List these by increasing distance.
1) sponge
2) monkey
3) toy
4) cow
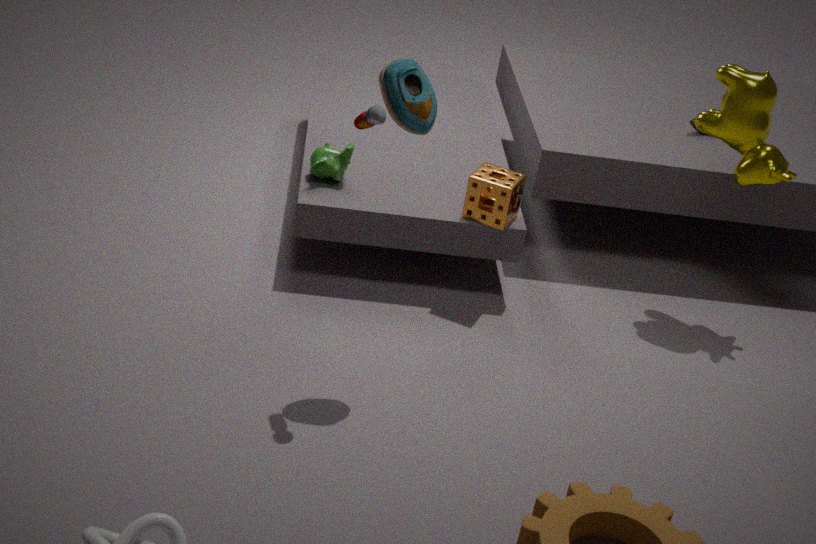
3. toy
1. sponge
4. cow
2. monkey
